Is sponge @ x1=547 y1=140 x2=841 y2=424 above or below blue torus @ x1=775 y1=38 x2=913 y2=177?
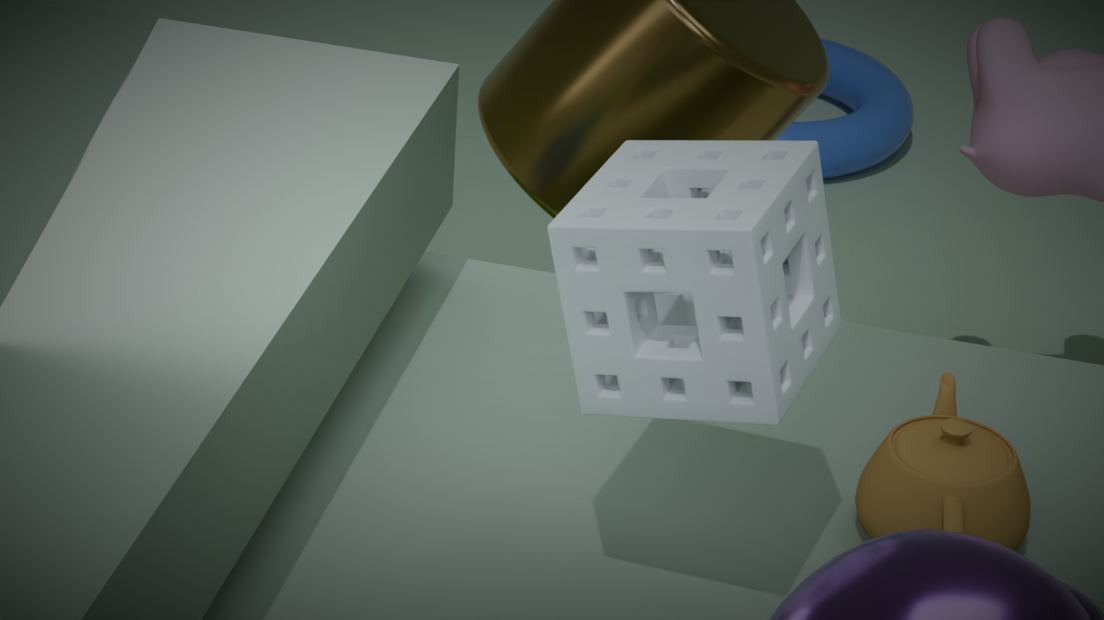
above
